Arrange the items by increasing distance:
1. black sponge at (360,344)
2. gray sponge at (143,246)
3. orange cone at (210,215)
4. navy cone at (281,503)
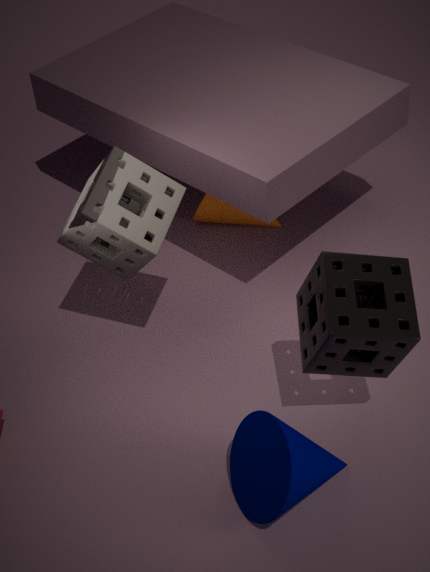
navy cone at (281,503) < black sponge at (360,344) < gray sponge at (143,246) < orange cone at (210,215)
